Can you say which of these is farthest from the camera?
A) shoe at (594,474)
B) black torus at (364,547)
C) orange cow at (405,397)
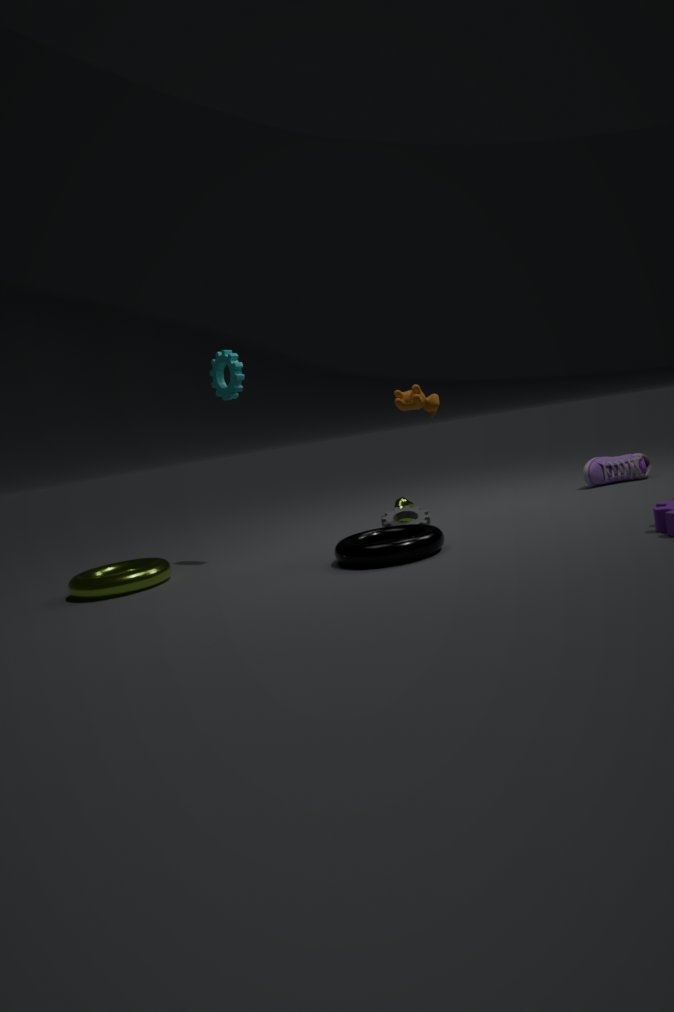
shoe at (594,474)
